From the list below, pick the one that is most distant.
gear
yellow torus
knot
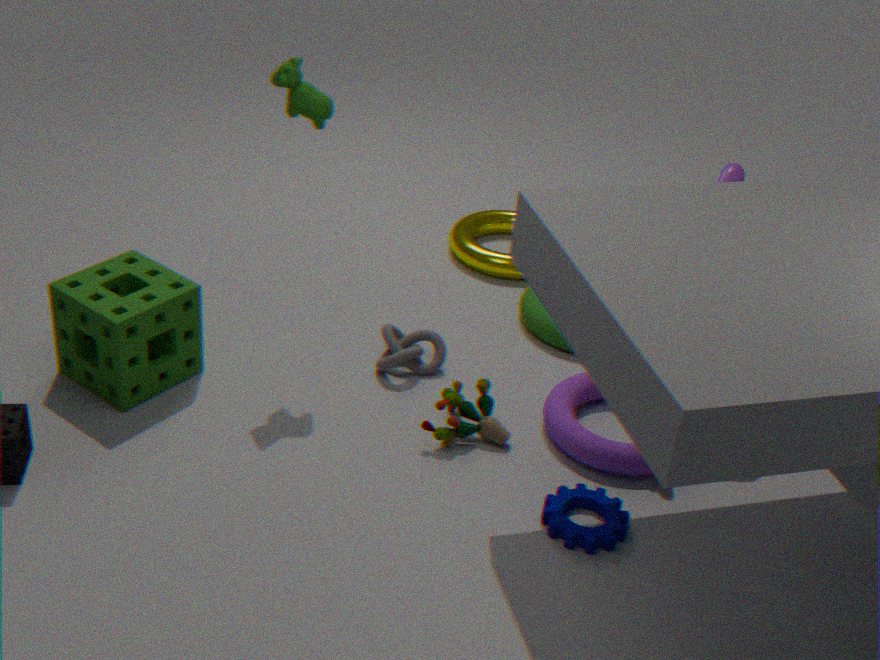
yellow torus
